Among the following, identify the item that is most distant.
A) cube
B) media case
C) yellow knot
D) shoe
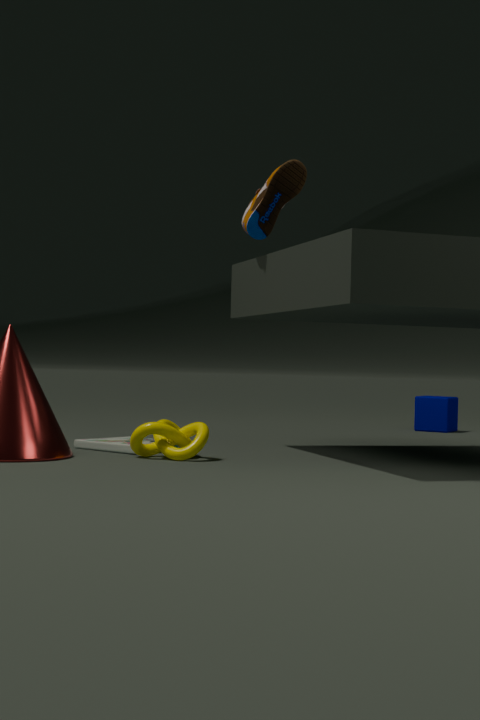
cube
